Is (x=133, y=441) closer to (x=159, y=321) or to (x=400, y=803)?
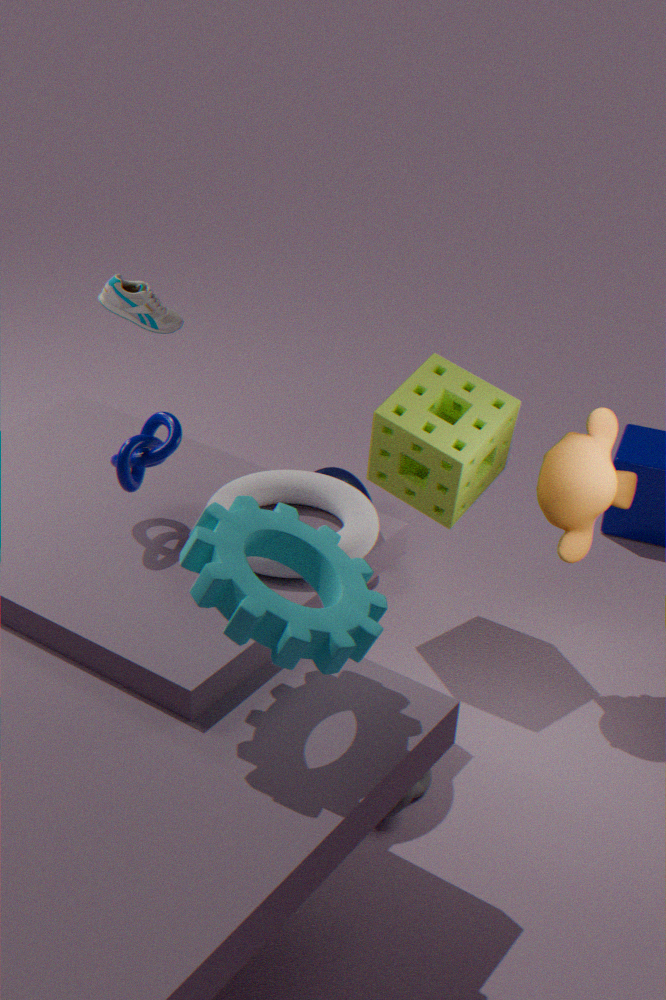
(x=159, y=321)
